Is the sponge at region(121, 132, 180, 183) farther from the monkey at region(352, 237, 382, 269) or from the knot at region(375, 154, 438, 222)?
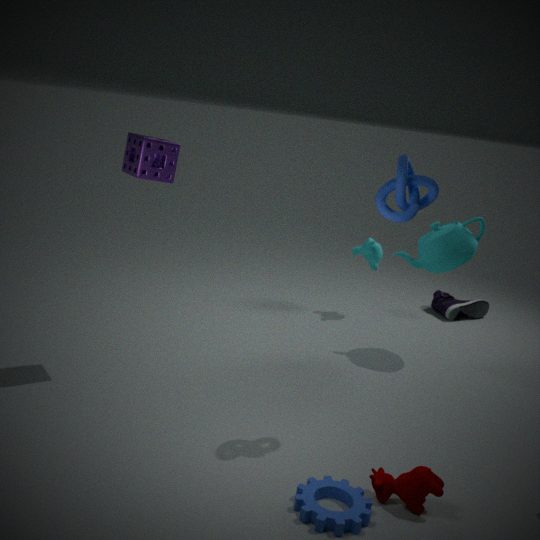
the monkey at region(352, 237, 382, 269)
